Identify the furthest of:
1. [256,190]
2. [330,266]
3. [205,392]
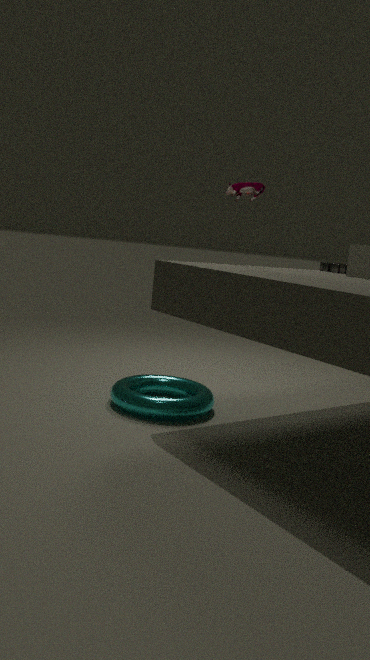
[330,266]
